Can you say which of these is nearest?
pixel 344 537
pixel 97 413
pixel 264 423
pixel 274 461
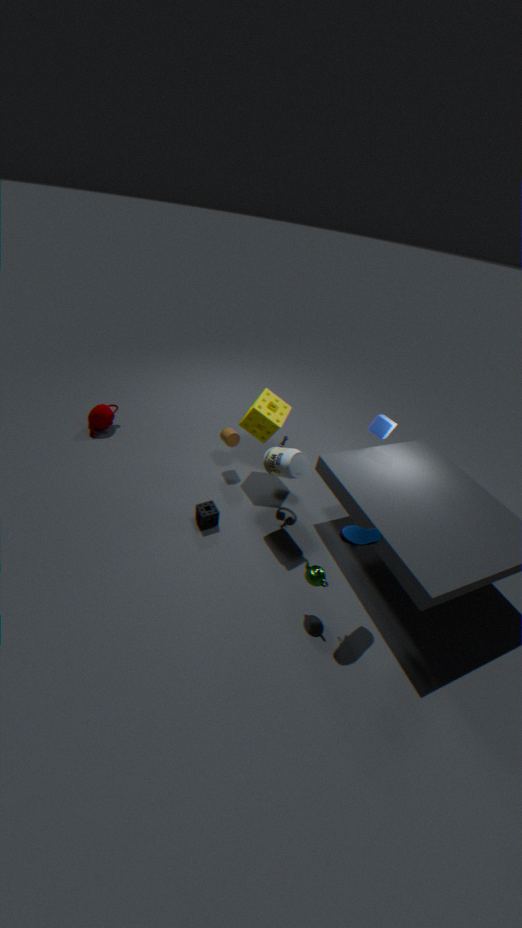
pixel 344 537
